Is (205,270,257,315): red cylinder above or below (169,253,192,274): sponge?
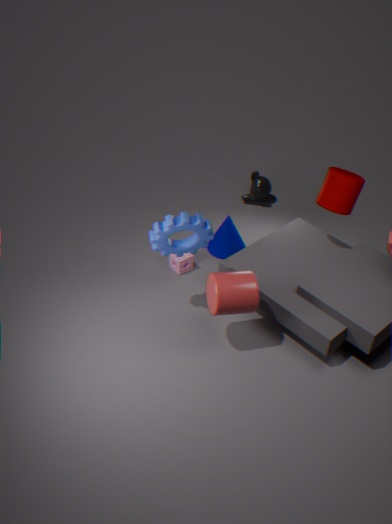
above
